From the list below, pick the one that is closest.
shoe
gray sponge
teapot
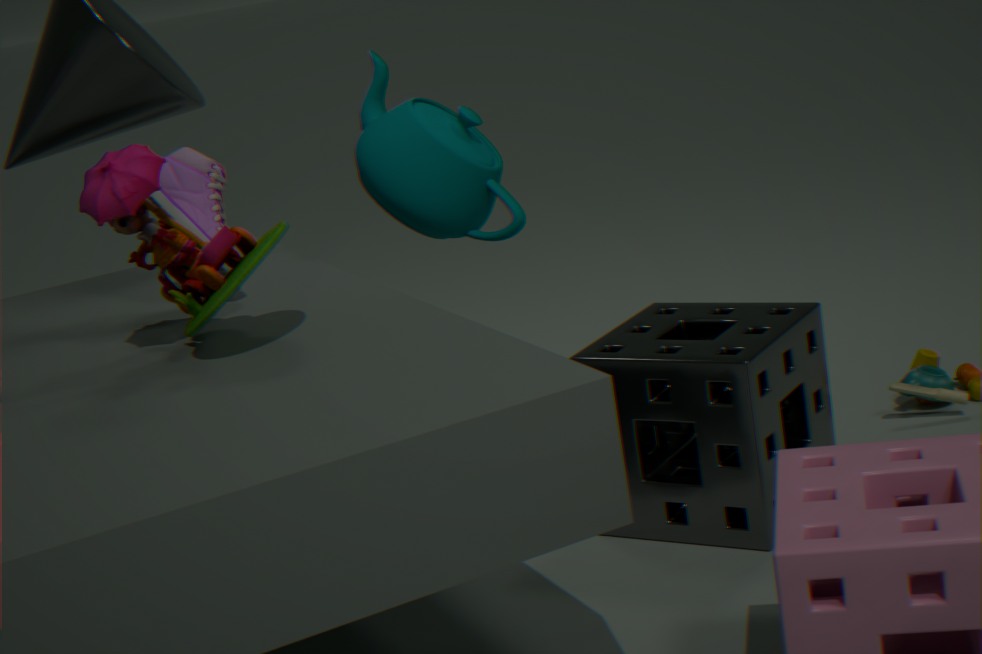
gray sponge
